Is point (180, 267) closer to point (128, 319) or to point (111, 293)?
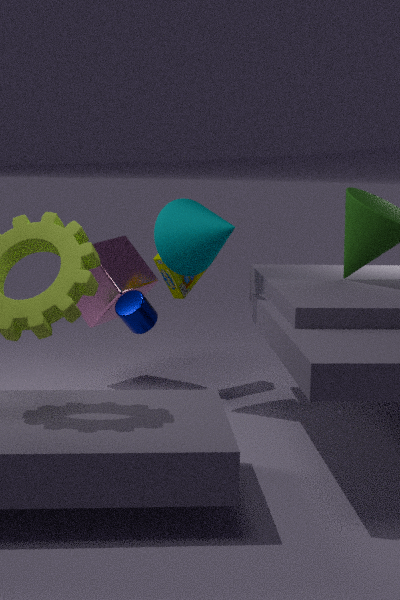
point (128, 319)
